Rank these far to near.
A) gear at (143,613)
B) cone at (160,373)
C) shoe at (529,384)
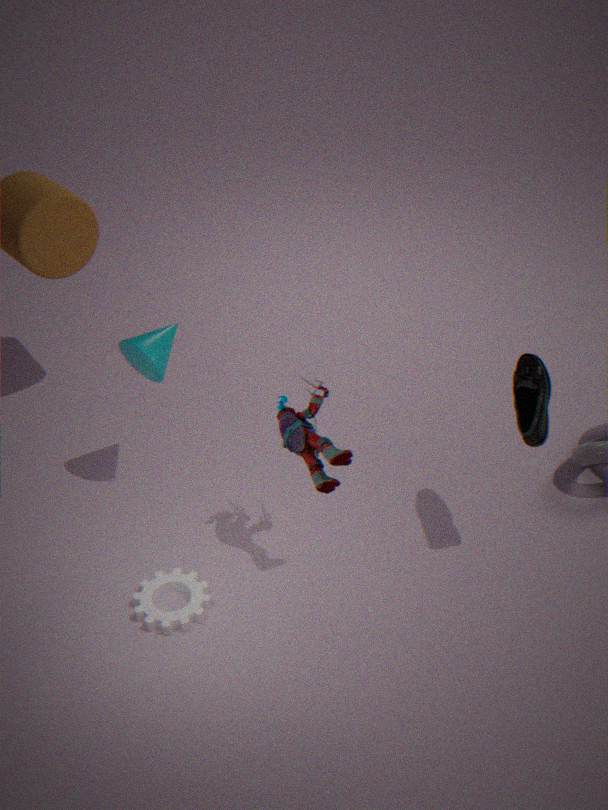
1. cone at (160,373)
2. gear at (143,613)
3. shoe at (529,384)
